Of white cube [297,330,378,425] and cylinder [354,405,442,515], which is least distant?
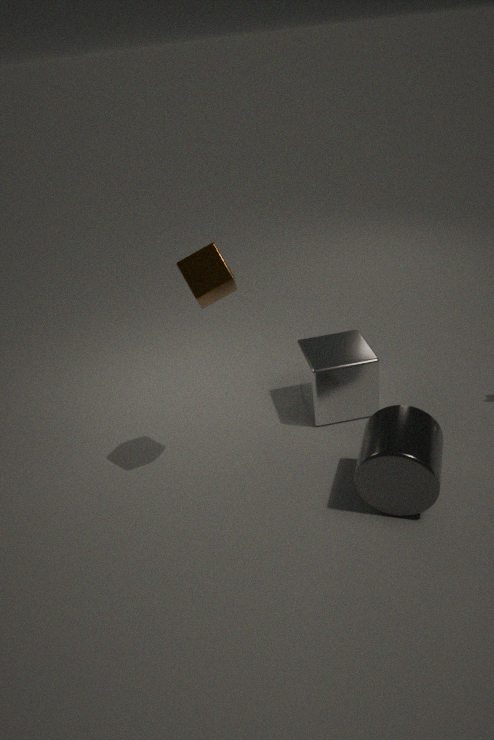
cylinder [354,405,442,515]
